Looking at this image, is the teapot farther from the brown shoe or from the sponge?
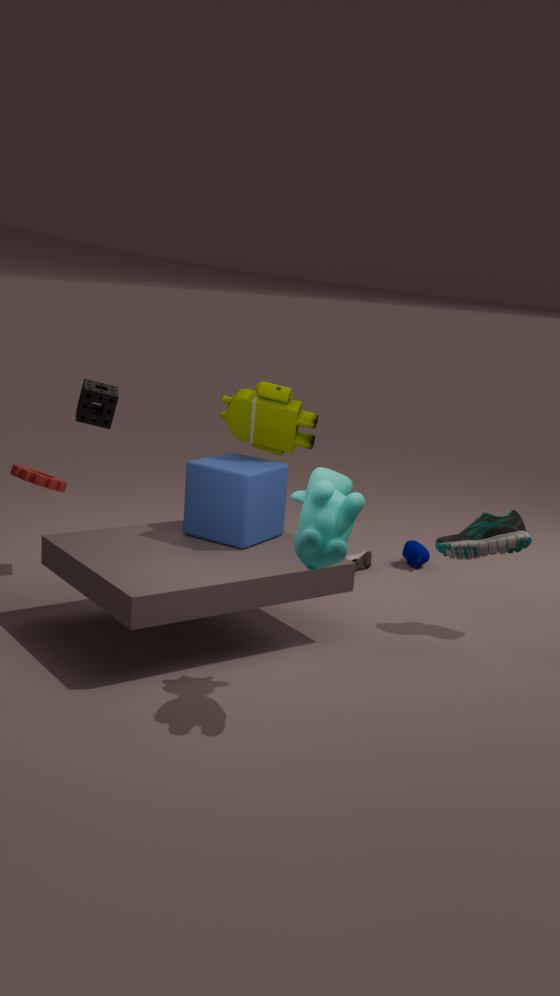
the sponge
